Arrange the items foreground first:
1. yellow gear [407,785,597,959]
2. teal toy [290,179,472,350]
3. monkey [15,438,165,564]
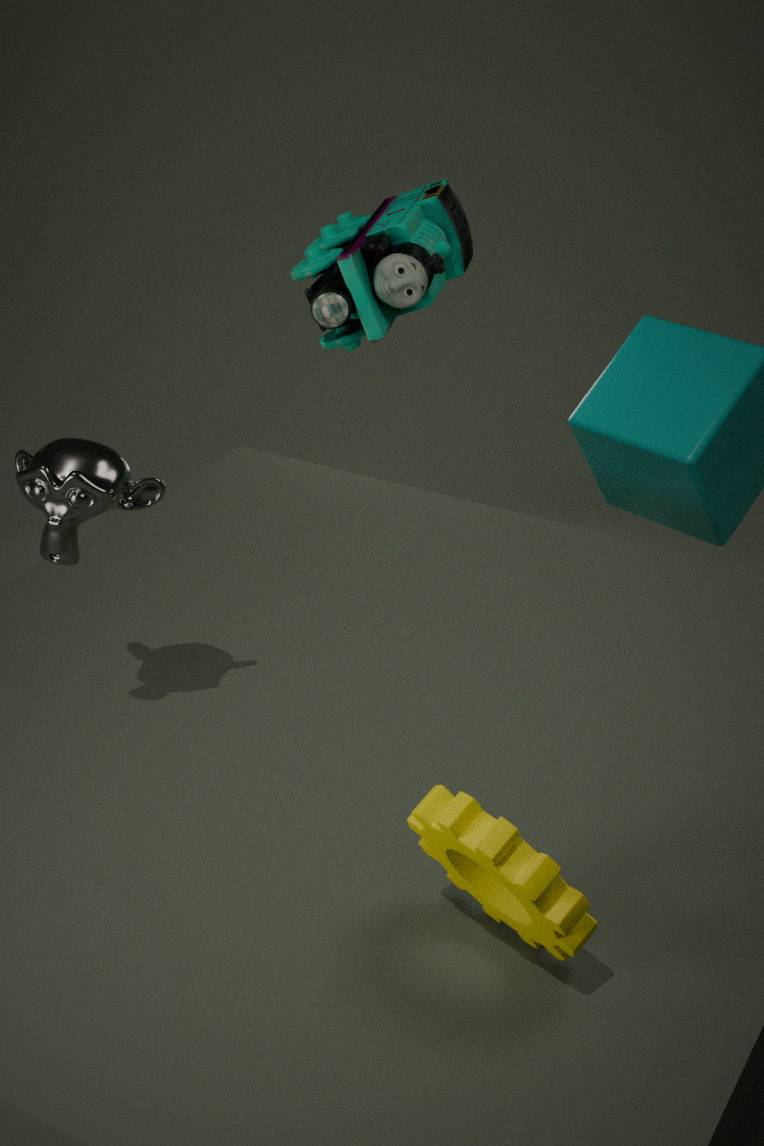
yellow gear [407,785,597,959]
monkey [15,438,165,564]
teal toy [290,179,472,350]
